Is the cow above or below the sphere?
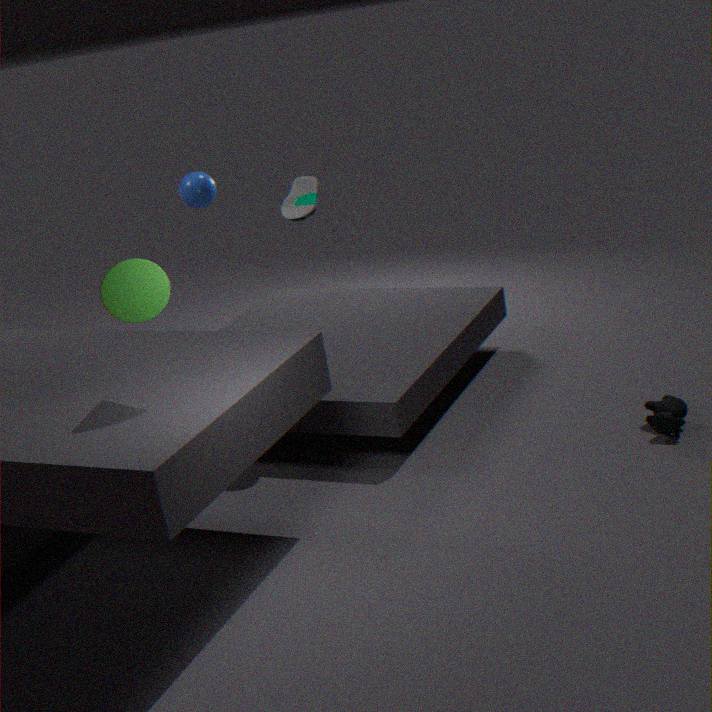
below
